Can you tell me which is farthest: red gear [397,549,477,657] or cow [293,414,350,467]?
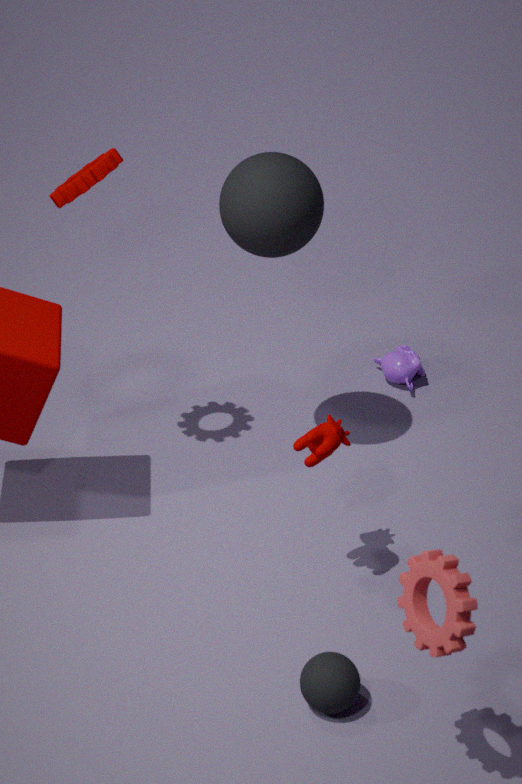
cow [293,414,350,467]
